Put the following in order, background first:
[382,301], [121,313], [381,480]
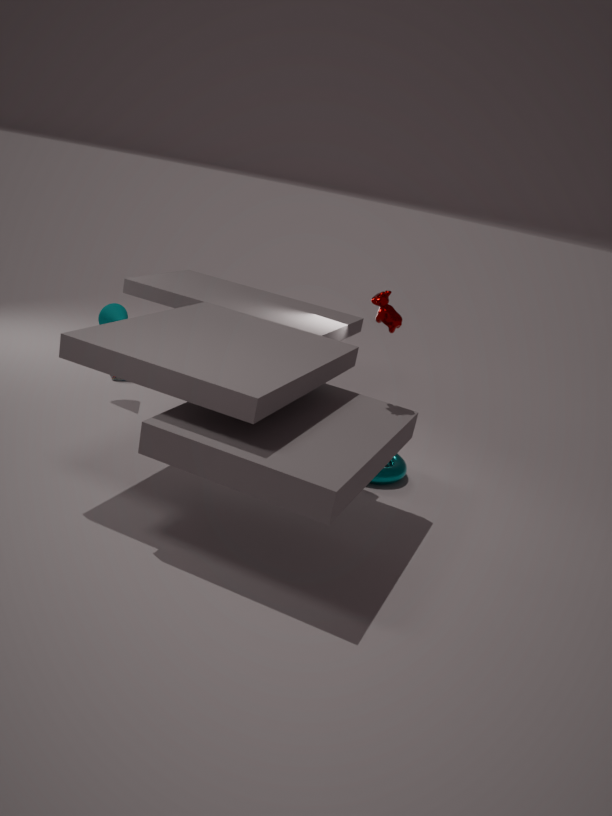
1. [121,313]
2. [381,480]
3. [382,301]
